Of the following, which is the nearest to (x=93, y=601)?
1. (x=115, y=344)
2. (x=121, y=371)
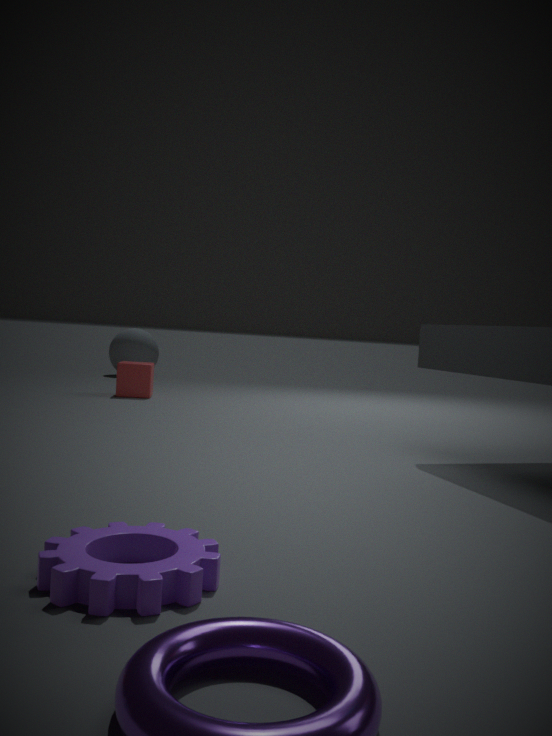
(x=121, y=371)
